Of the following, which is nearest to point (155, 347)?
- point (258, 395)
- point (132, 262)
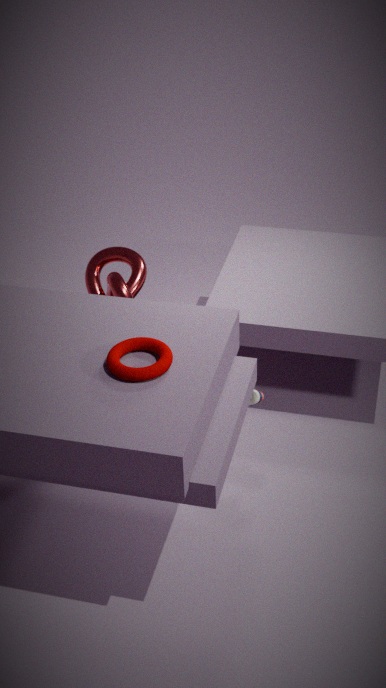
point (258, 395)
